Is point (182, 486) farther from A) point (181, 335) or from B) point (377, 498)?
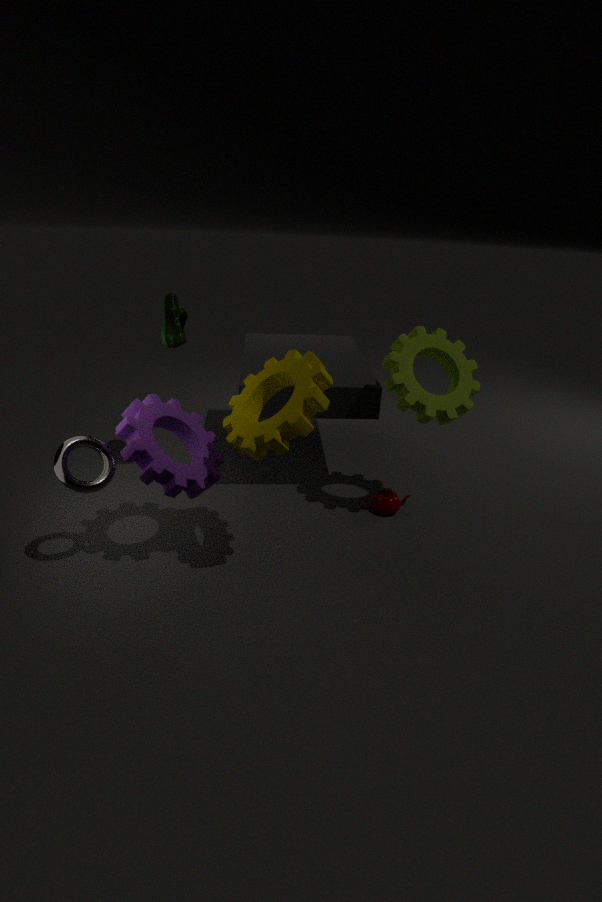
B) point (377, 498)
